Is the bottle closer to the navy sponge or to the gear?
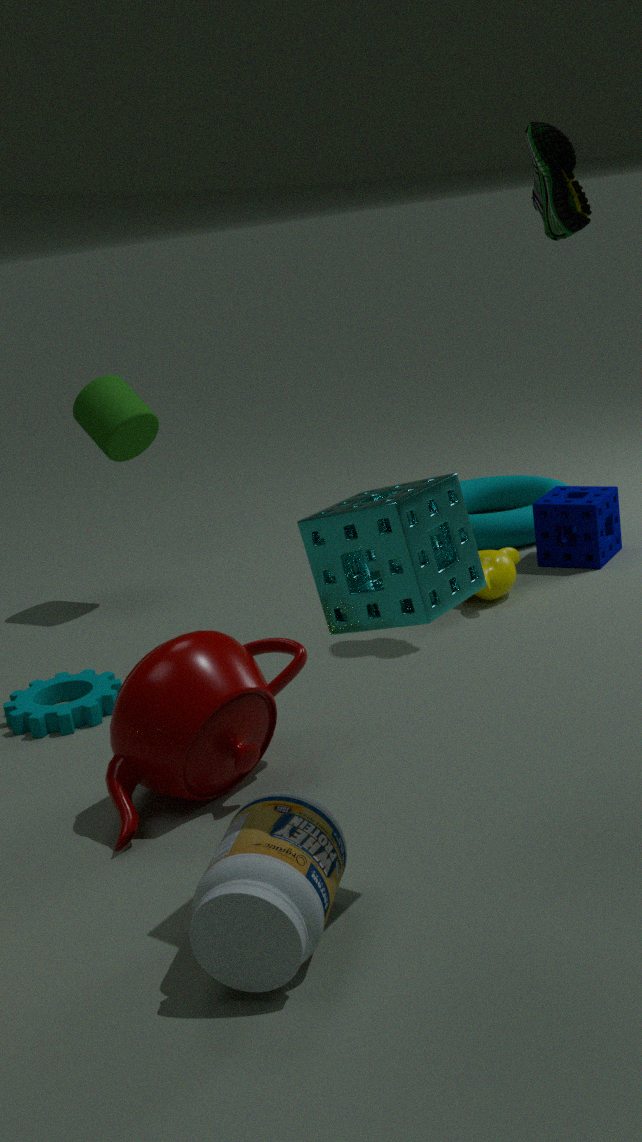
the gear
